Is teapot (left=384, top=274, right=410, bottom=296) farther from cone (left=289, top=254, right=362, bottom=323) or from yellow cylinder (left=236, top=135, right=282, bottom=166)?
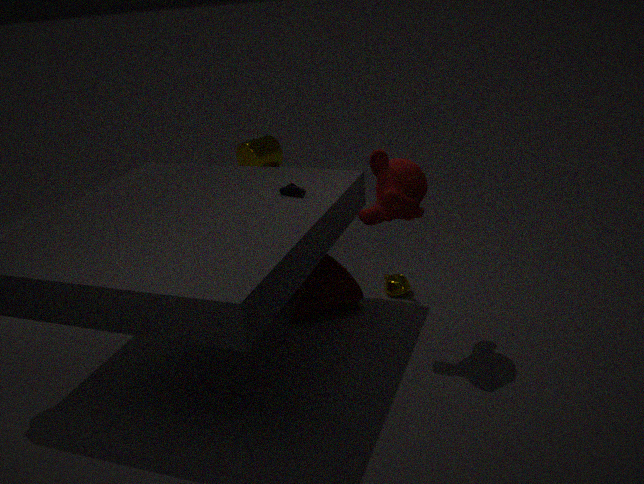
yellow cylinder (left=236, top=135, right=282, bottom=166)
